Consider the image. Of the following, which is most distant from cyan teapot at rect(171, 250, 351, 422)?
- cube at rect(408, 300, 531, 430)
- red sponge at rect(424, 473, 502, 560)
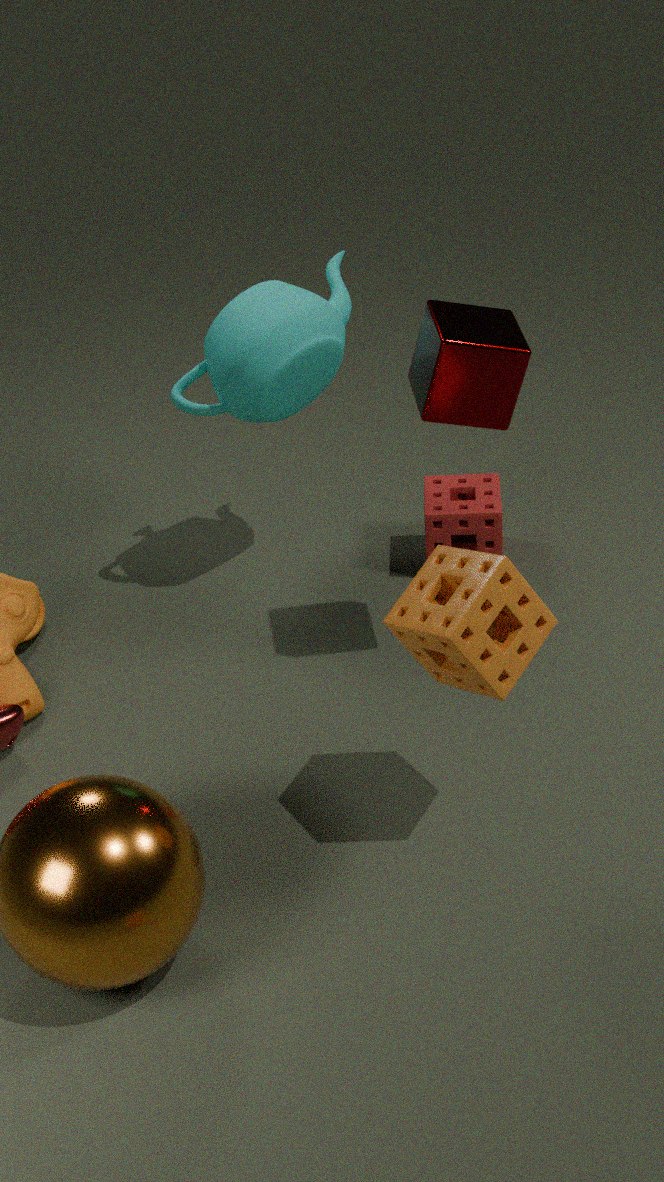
red sponge at rect(424, 473, 502, 560)
